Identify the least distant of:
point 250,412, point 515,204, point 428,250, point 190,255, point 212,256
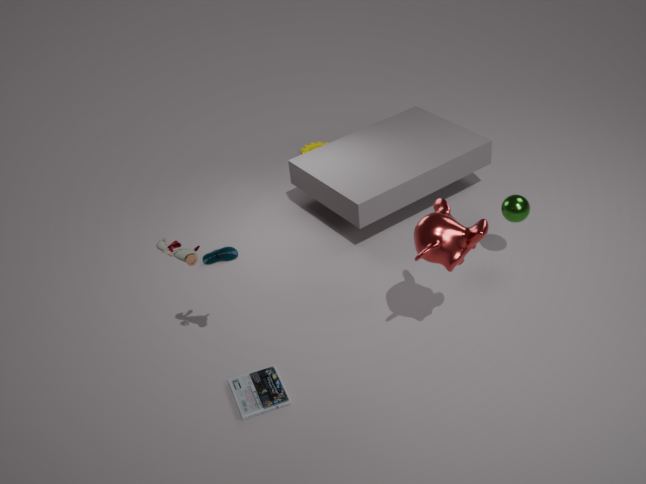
point 428,250
